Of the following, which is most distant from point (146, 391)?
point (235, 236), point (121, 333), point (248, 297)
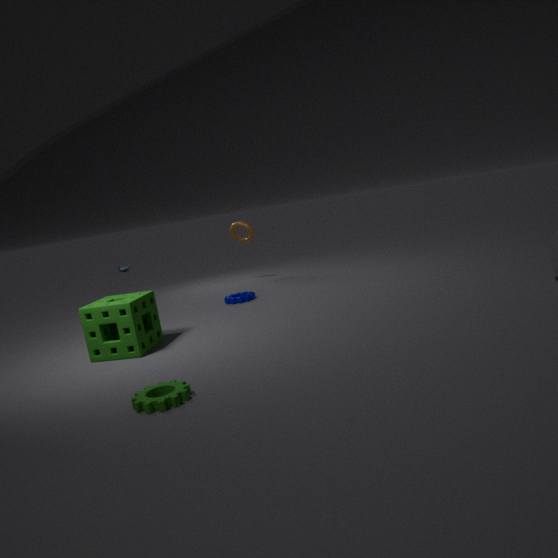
point (235, 236)
